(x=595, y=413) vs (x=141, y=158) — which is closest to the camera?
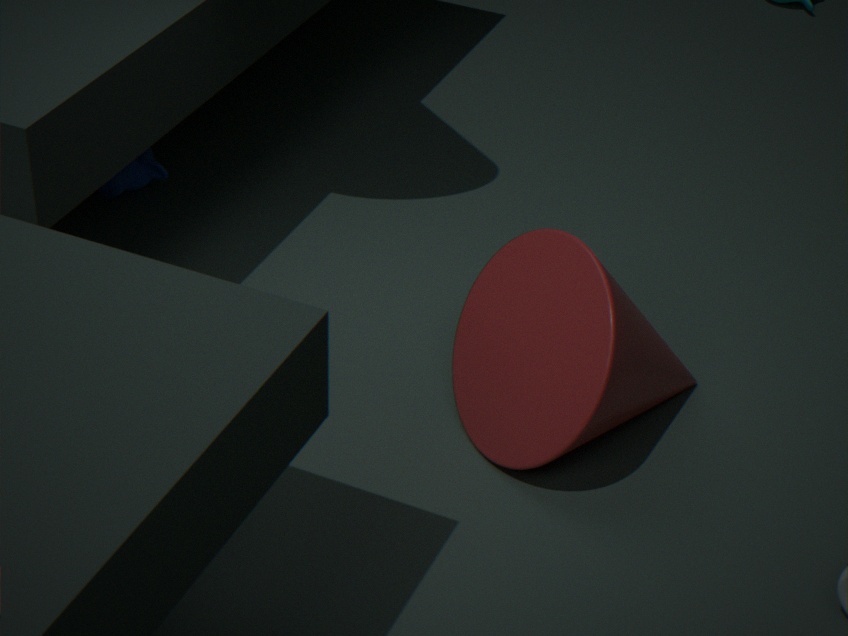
(x=595, y=413)
